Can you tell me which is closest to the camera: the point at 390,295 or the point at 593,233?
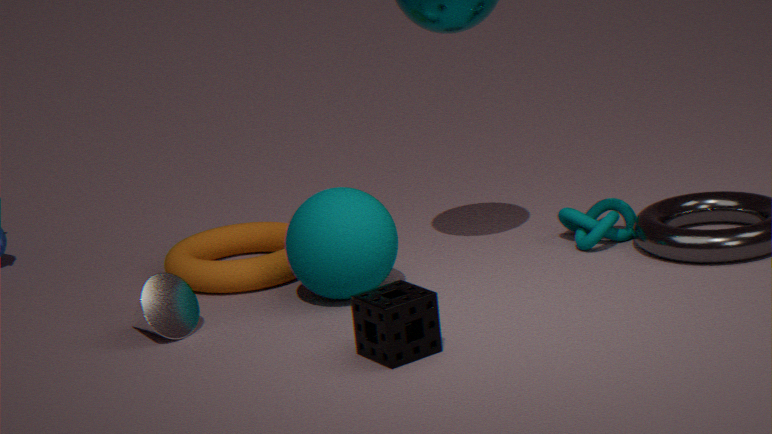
the point at 390,295
